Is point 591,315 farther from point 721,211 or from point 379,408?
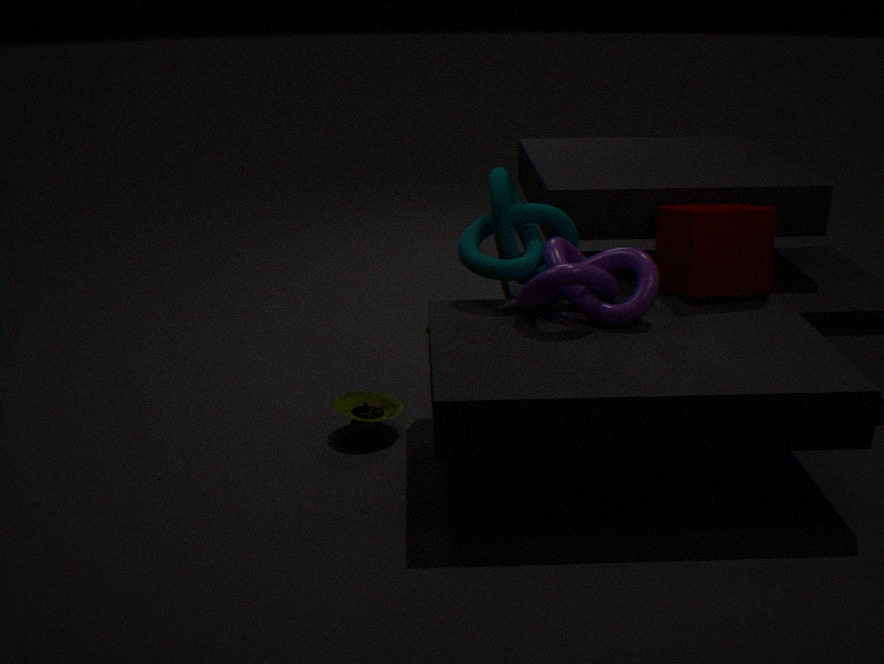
point 379,408
